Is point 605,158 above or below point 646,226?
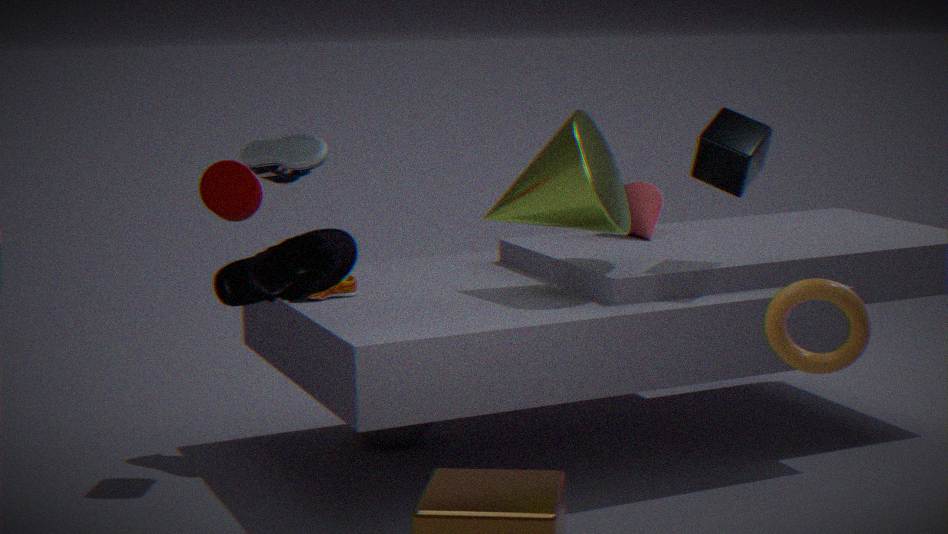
above
